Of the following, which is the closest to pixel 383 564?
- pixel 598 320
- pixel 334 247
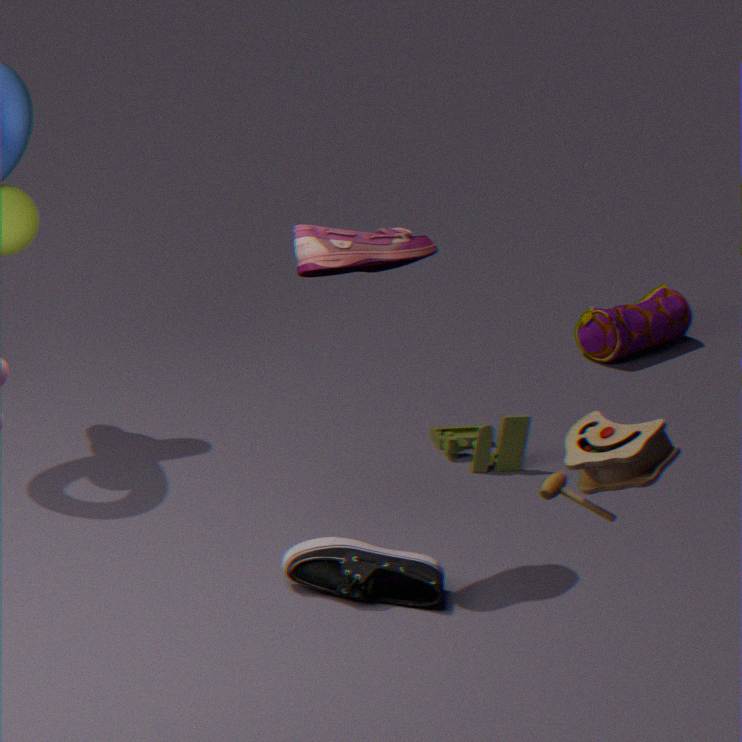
pixel 334 247
